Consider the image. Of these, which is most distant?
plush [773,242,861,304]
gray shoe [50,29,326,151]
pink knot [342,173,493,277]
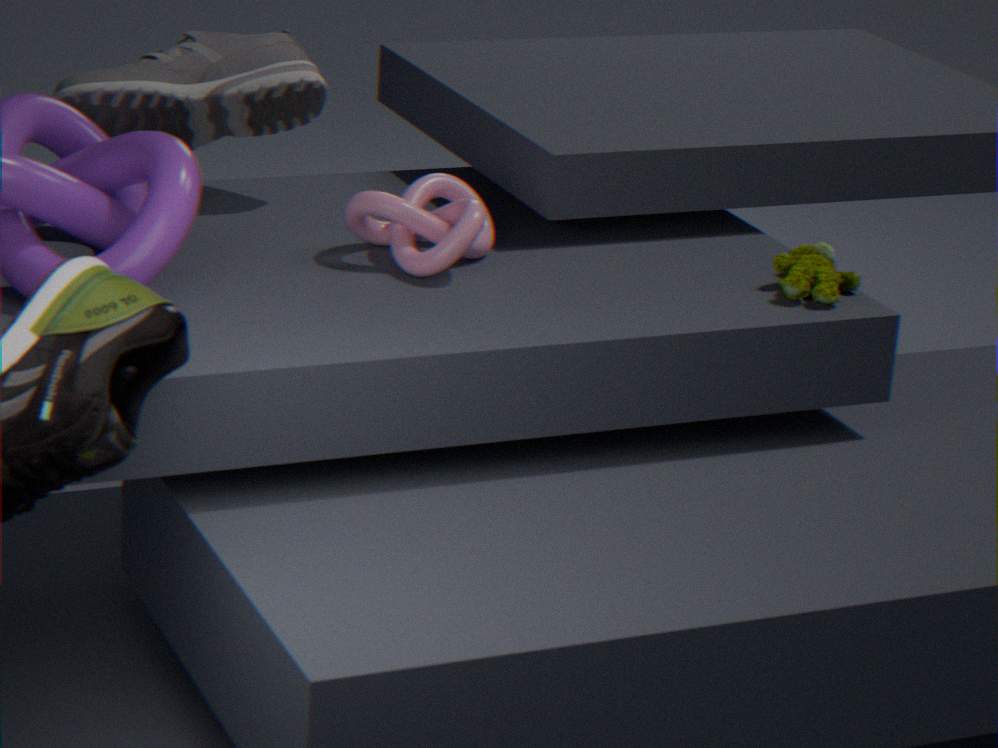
gray shoe [50,29,326,151]
